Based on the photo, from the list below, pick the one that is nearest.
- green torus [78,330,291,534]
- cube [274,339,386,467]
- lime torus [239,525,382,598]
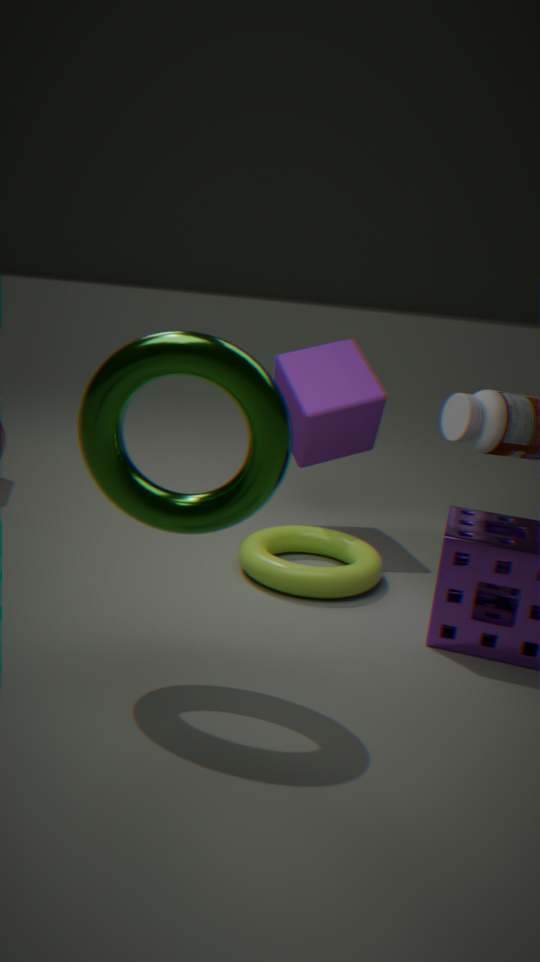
green torus [78,330,291,534]
